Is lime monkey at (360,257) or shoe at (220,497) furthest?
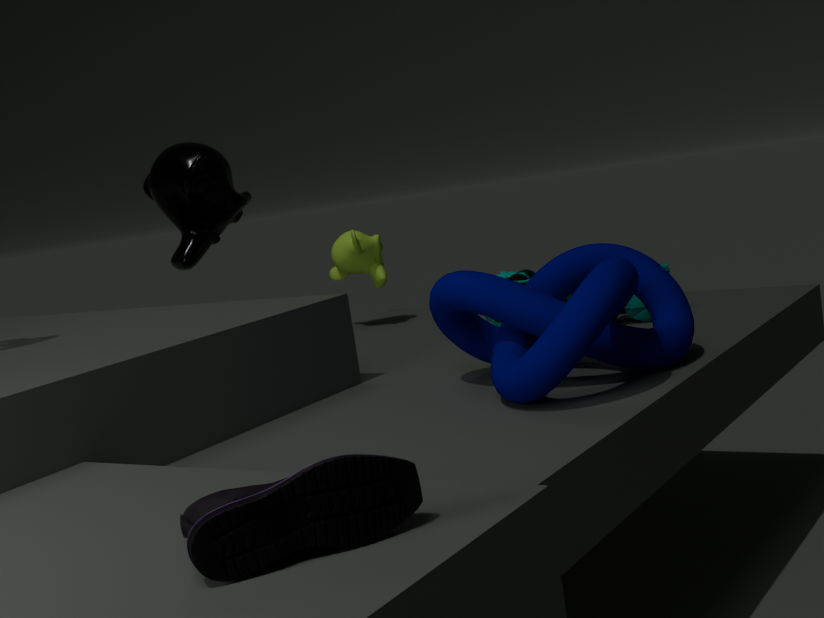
lime monkey at (360,257)
